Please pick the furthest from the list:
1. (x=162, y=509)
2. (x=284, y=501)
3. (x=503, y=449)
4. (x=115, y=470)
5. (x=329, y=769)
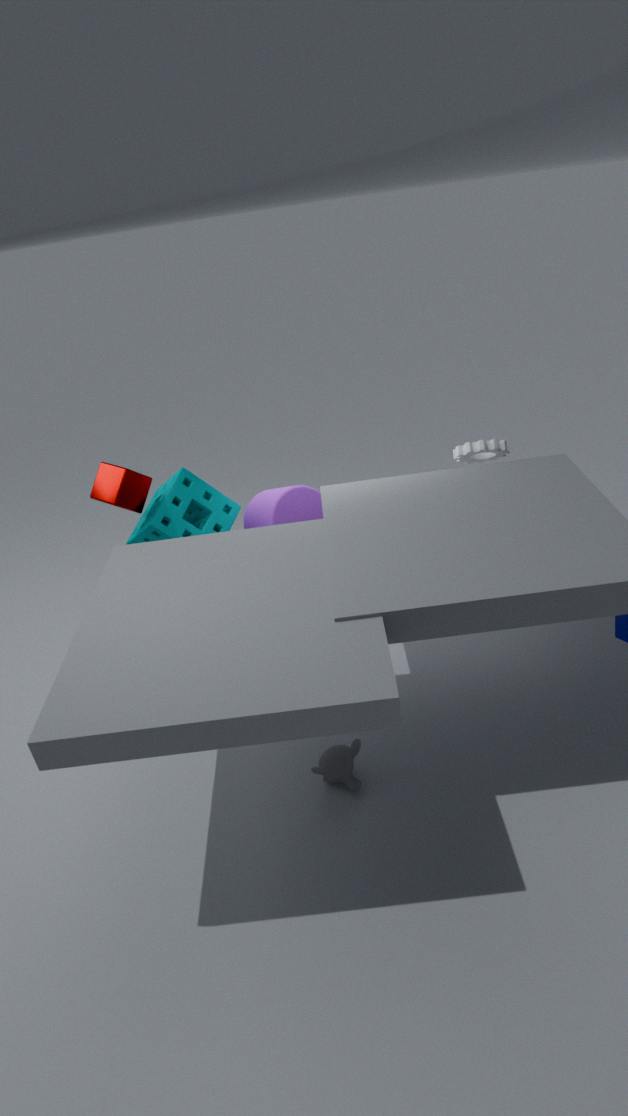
(x=284, y=501)
